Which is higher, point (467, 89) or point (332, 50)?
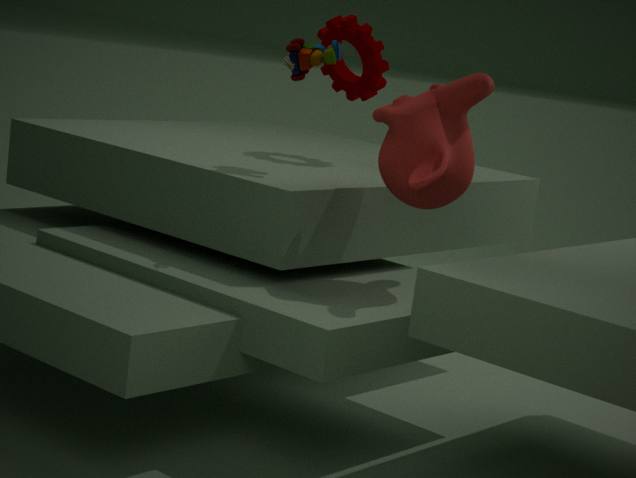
point (332, 50)
